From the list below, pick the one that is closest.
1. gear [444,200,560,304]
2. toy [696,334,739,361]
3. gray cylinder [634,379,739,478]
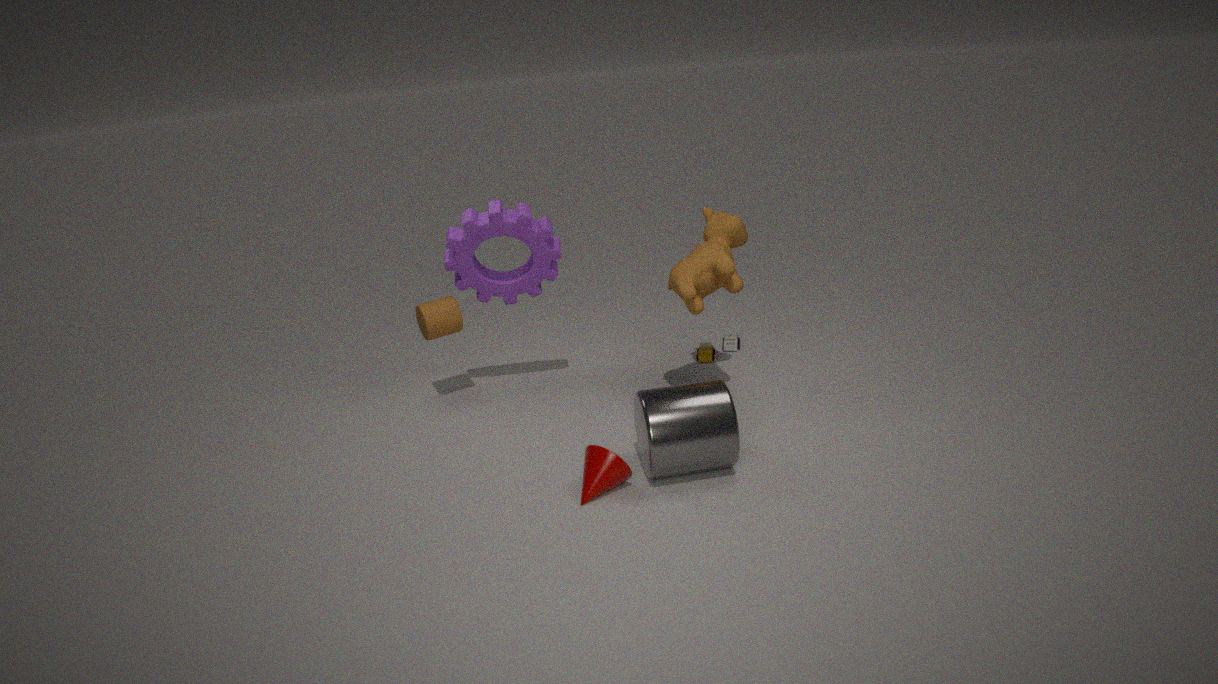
gray cylinder [634,379,739,478]
